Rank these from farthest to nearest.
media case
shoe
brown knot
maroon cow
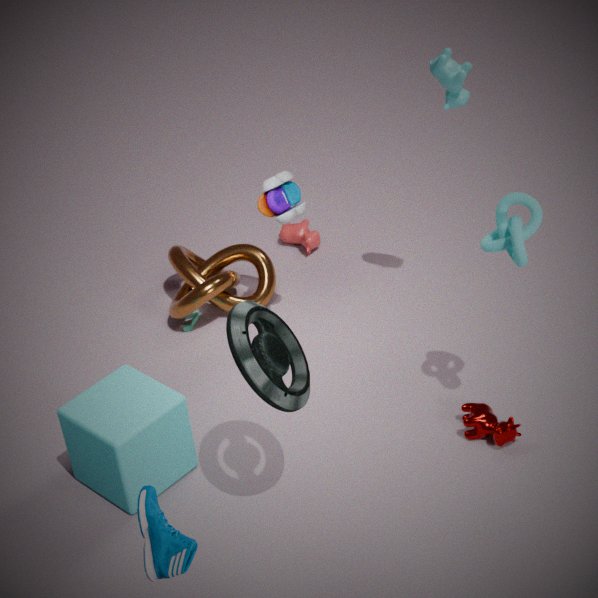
brown knot, maroon cow, media case, shoe
